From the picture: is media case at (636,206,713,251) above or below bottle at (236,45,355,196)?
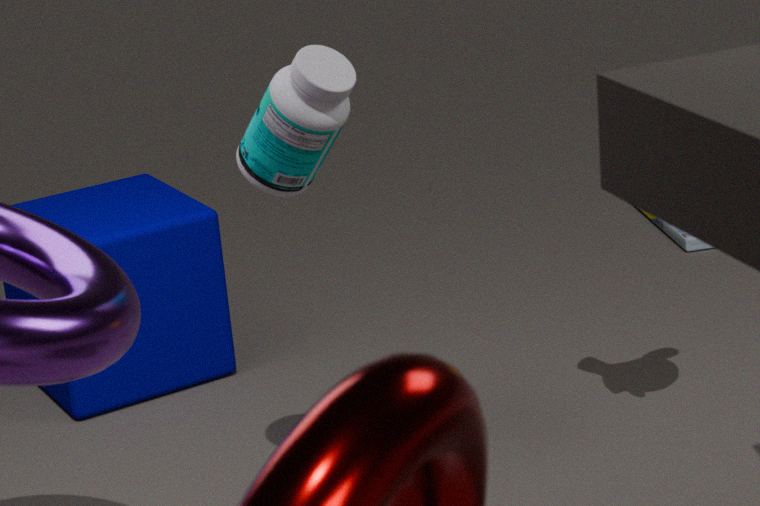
below
